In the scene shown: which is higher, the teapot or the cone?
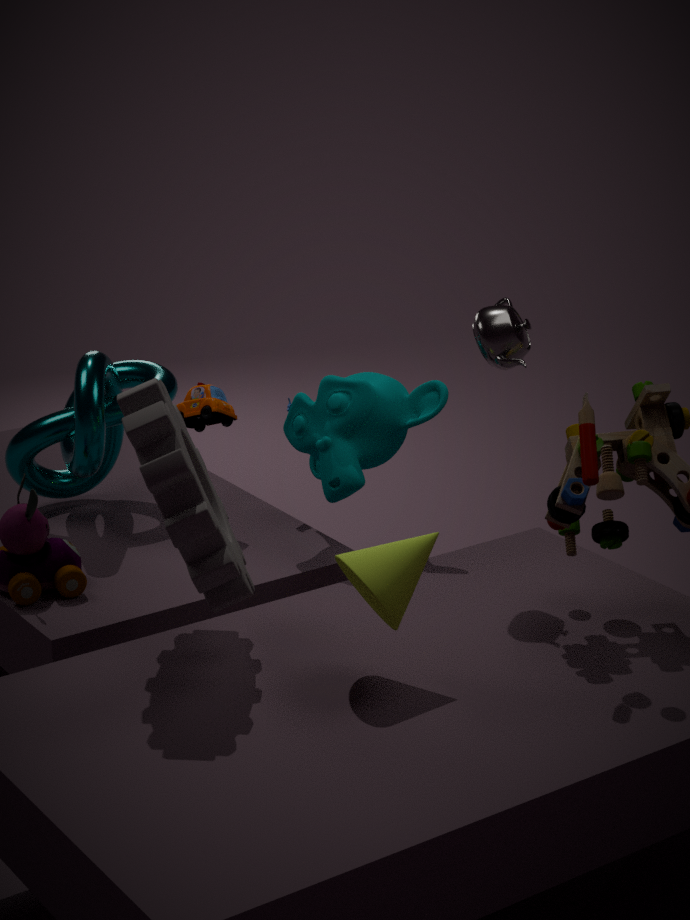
the teapot
